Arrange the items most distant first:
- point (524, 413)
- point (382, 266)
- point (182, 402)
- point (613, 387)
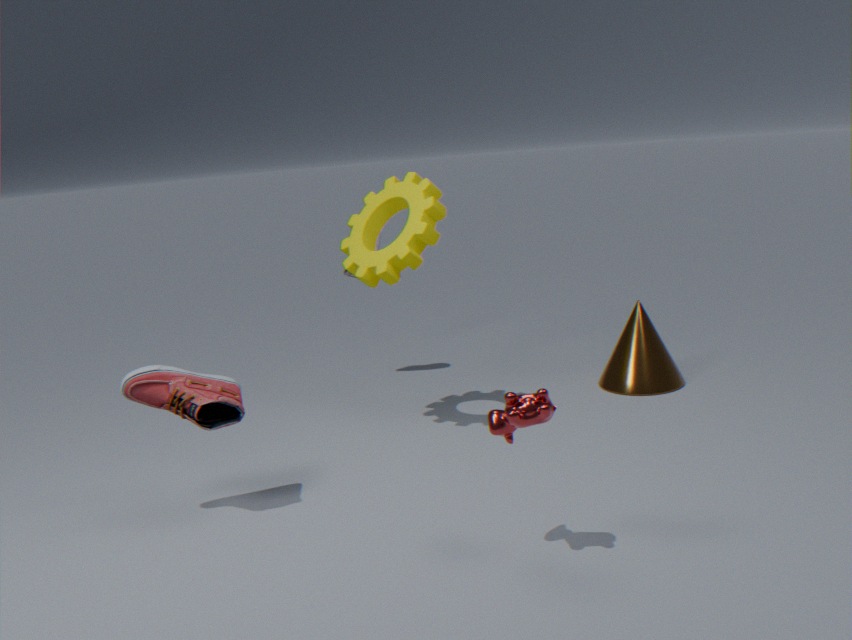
point (613, 387), point (382, 266), point (182, 402), point (524, 413)
